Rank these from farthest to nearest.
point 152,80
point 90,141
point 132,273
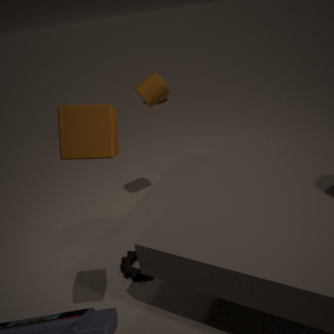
point 152,80 < point 132,273 < point 90,141
